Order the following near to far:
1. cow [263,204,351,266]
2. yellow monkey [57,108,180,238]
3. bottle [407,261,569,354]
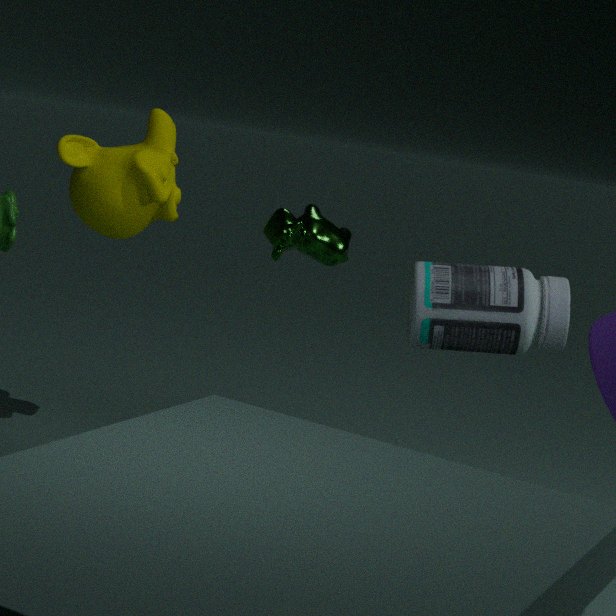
1. cow [263,204,351,266]
2. bottle [407,261,569,354]
3. yellow monkey [57,108,180,238]
